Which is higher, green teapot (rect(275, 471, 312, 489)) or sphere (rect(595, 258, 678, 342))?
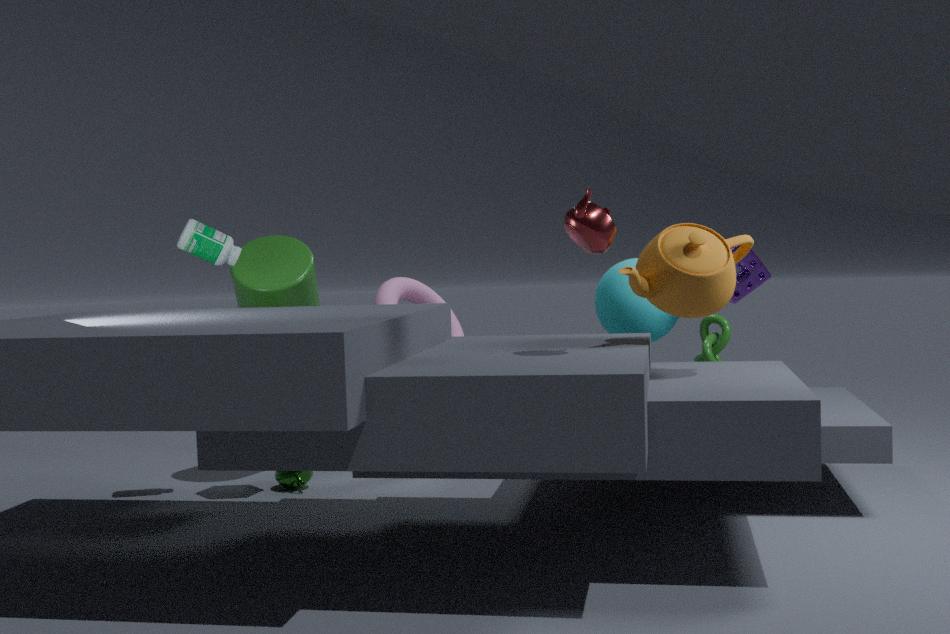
sphere (rect(595, 258, 678, 342))
